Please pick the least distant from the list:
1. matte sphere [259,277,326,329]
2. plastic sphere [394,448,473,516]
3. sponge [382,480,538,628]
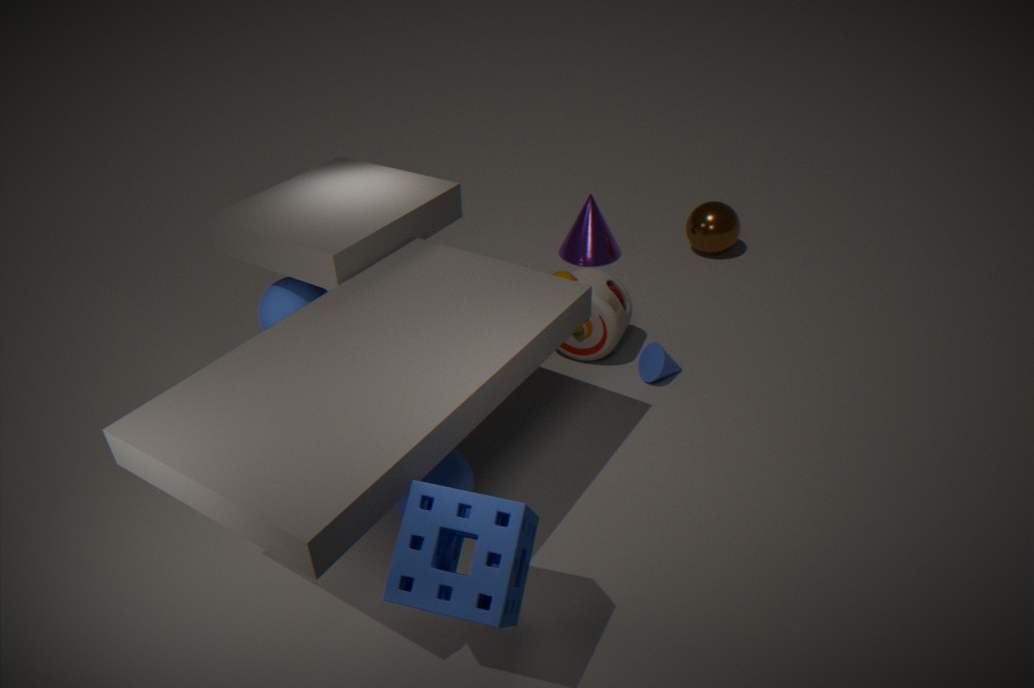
sponge [382,480,538,628]
